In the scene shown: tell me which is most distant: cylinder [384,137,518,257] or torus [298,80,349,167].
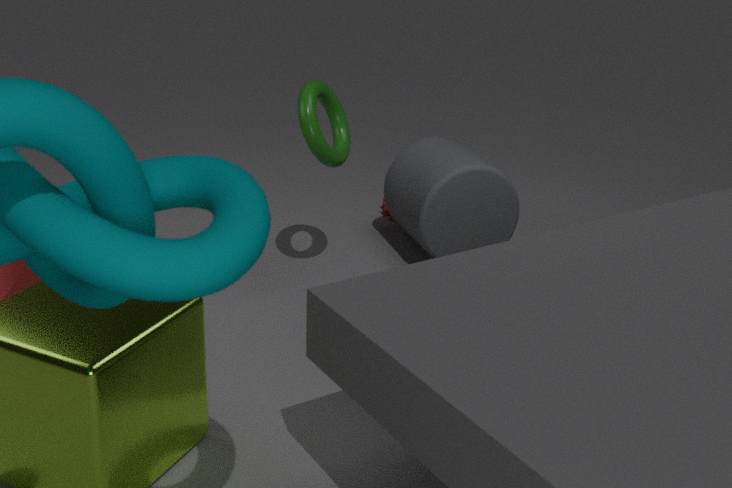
cylinder [384,137,518,257]
